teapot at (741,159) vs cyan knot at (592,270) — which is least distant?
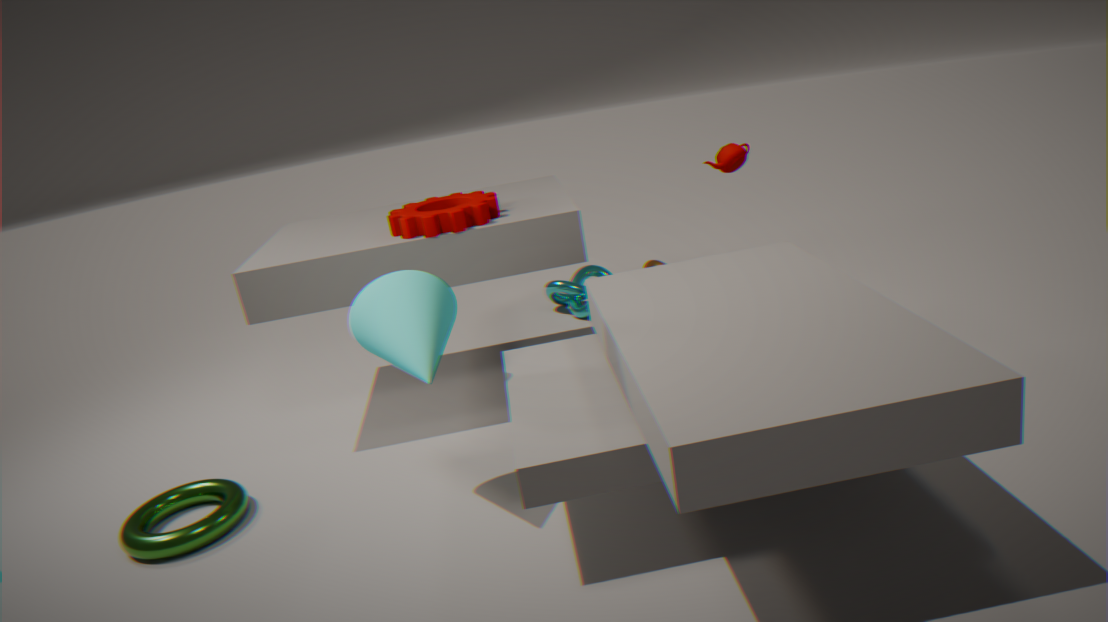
teapot at (741,159)
